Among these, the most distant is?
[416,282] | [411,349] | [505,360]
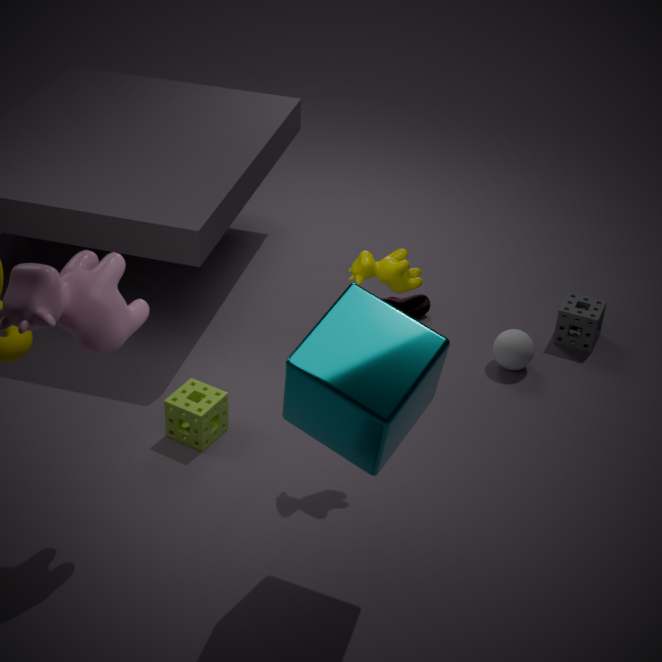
[505,360]
